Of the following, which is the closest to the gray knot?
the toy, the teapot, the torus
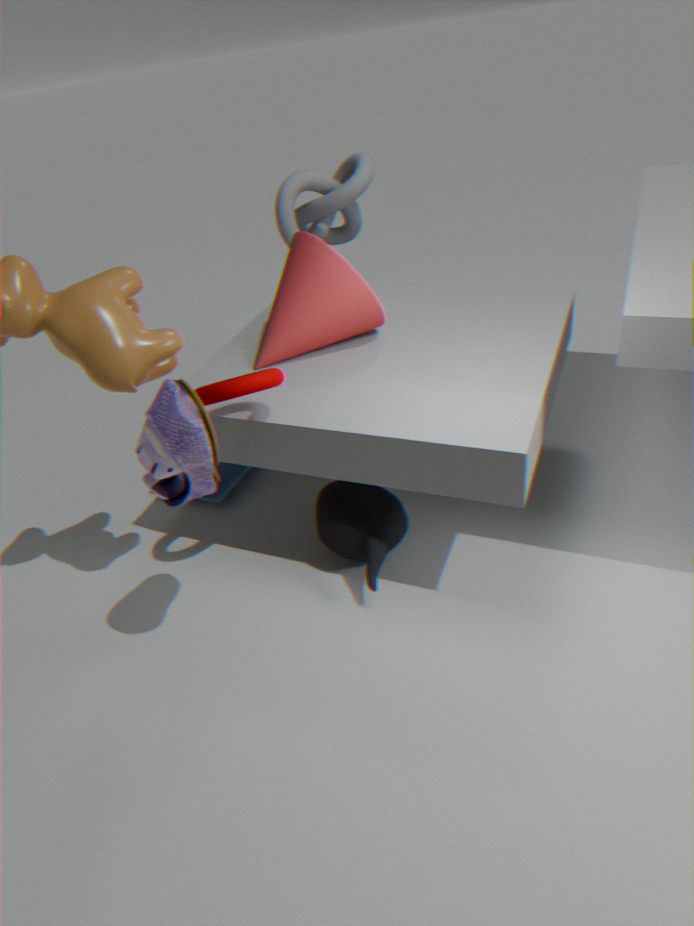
the toy
